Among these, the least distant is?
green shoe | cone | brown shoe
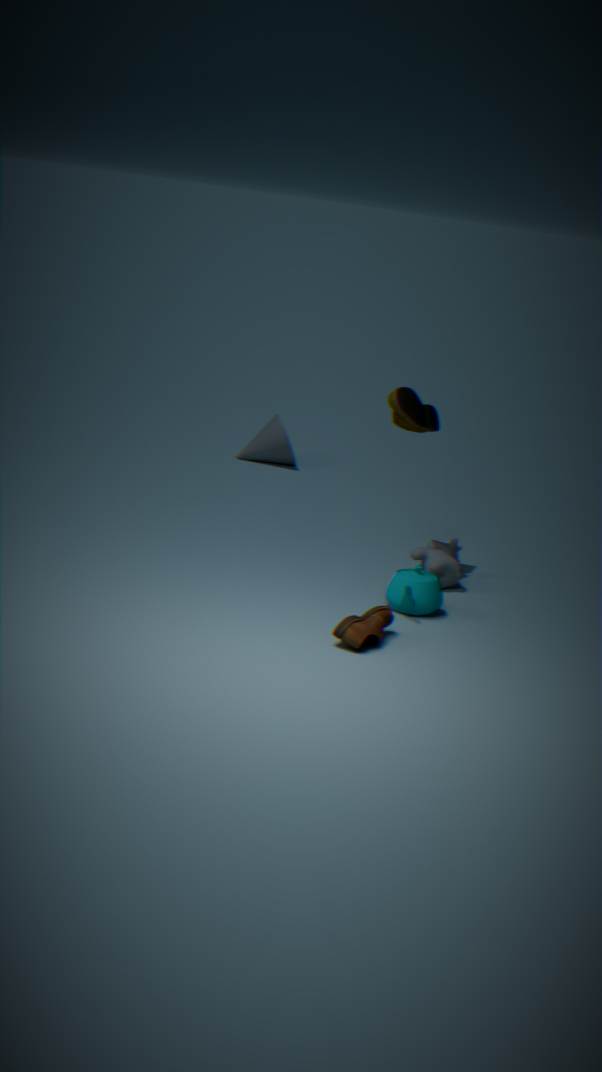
brown shoe
